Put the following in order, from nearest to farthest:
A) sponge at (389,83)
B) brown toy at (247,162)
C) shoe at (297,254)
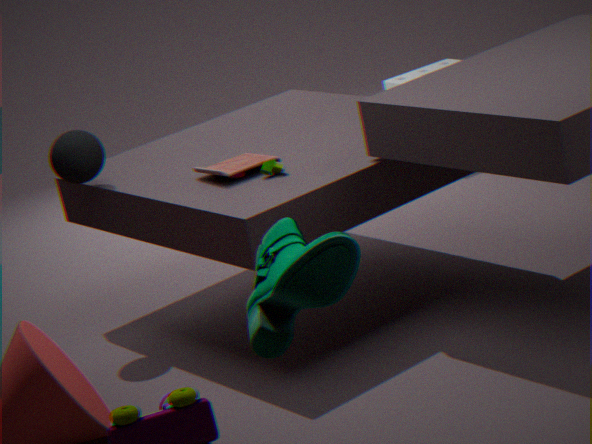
1. shoe at (297,254)
2. brown toy at (247,162)
3. sponge at (389,83)
